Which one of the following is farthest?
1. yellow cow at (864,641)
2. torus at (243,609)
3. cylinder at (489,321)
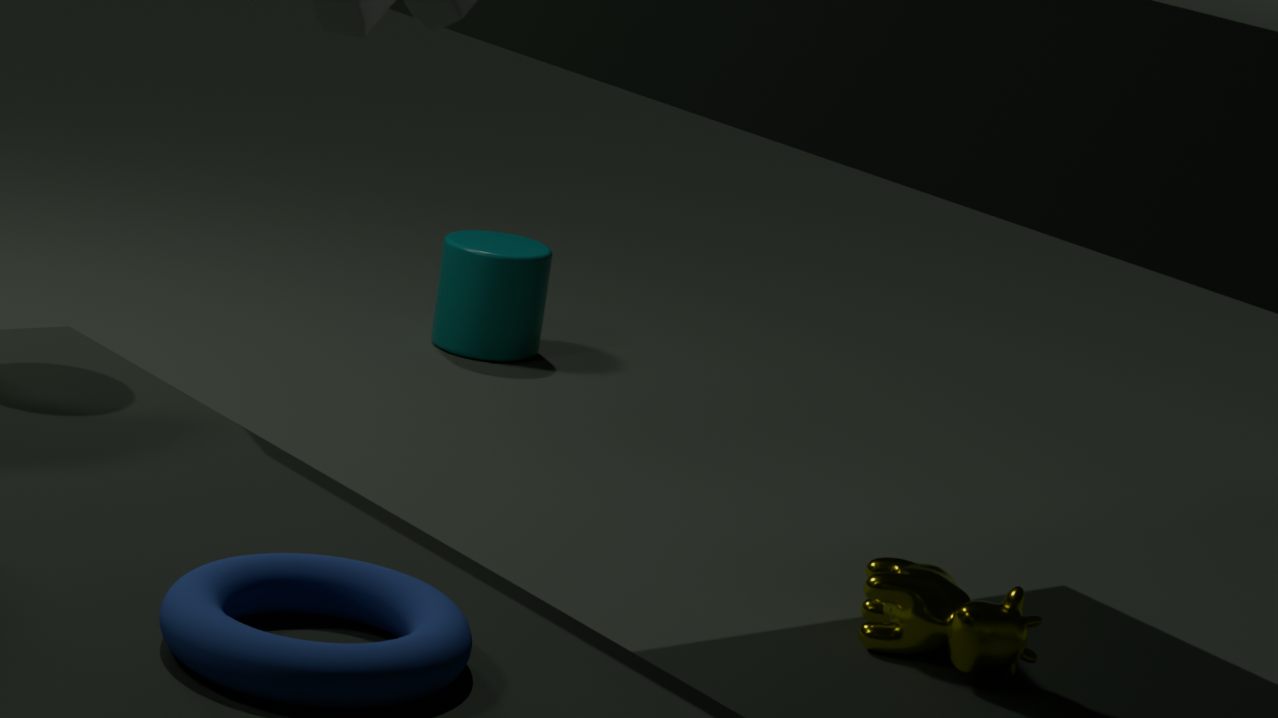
cylinder at (489,321)
